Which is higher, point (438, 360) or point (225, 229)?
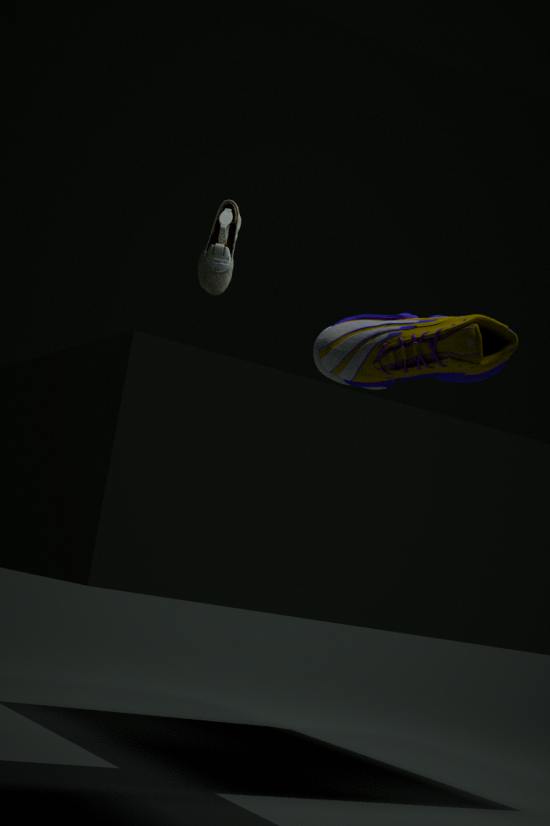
point (225, 229)
